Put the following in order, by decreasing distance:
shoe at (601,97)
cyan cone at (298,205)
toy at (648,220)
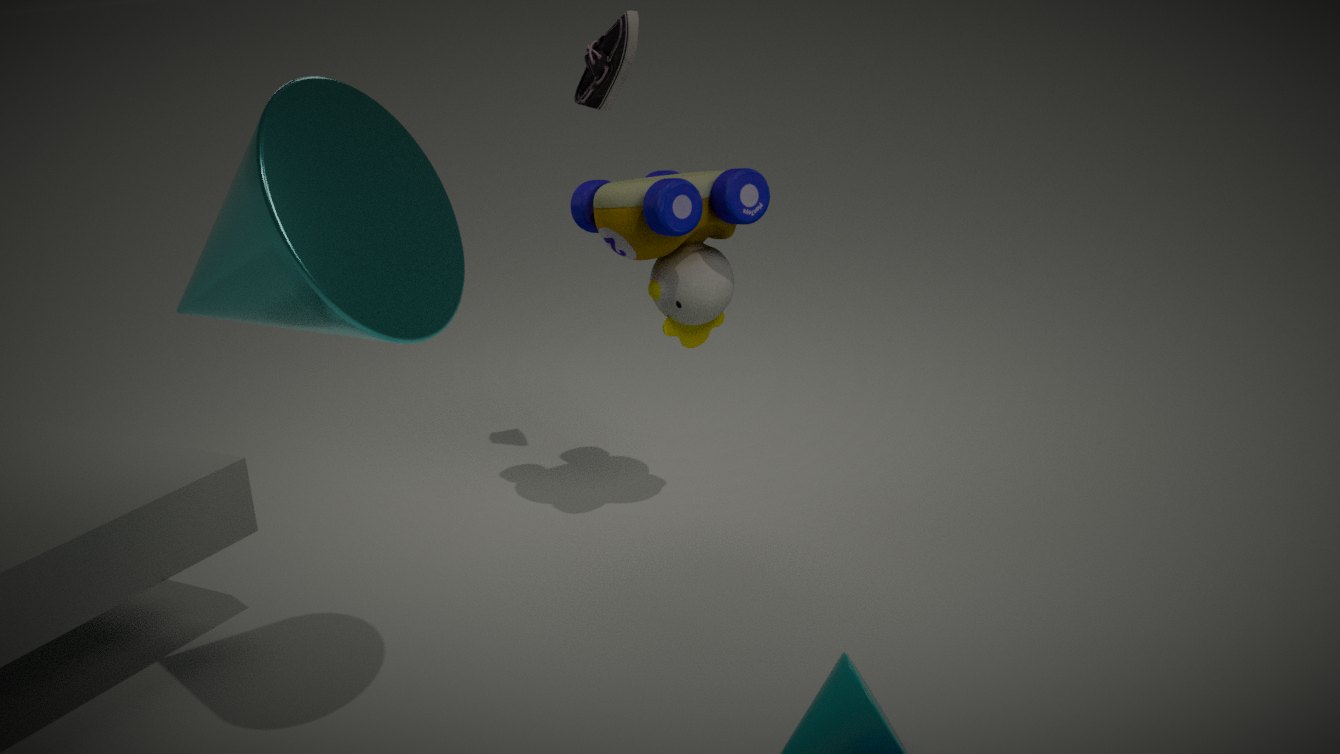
shoe at (601,97)
toy at (648,220)
cyan cone at (298,205)
